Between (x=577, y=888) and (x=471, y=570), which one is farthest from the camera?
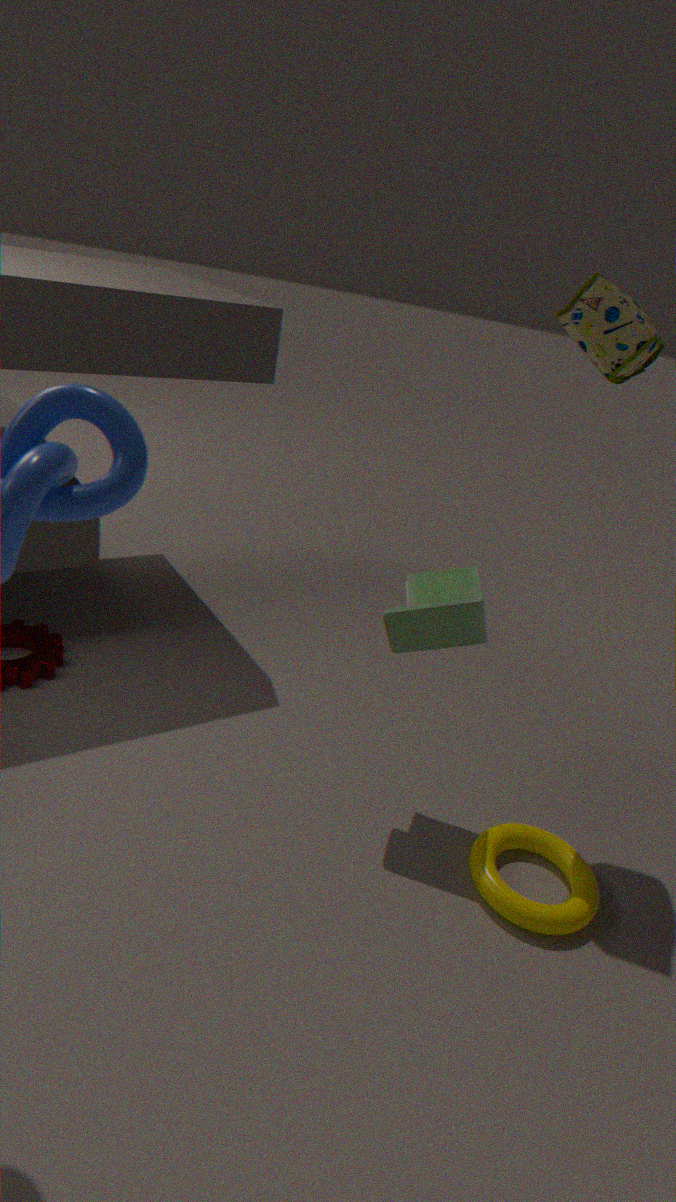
(x=471, y=570)
